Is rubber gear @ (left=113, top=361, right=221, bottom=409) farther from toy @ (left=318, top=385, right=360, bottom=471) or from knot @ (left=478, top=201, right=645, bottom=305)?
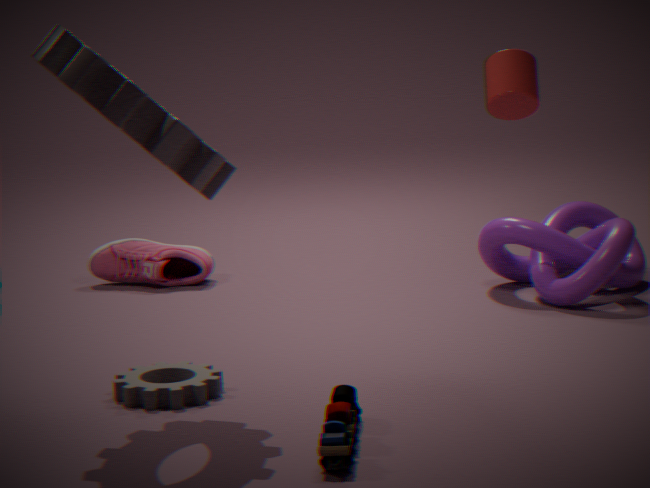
knot @ (left=478, top=201, right=645, bottom=305)
